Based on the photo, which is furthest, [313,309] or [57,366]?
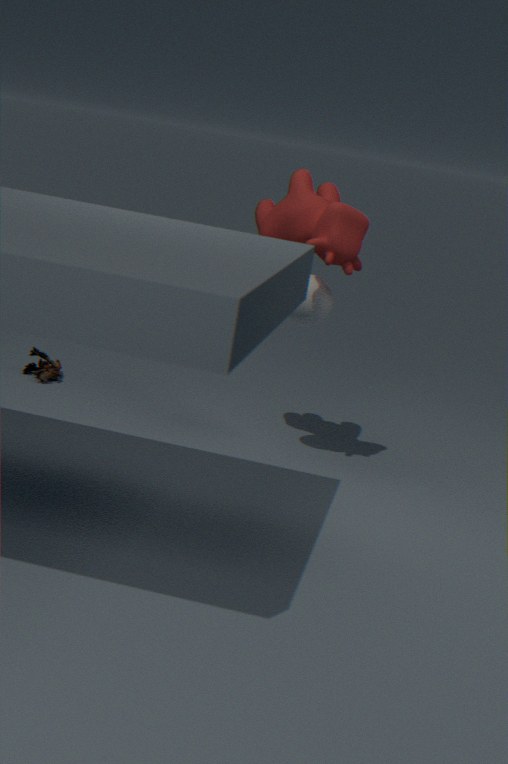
[57,366]
